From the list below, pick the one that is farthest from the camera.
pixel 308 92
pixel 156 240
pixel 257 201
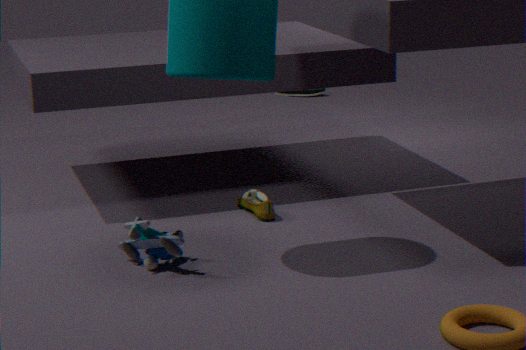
pixel 308 92
